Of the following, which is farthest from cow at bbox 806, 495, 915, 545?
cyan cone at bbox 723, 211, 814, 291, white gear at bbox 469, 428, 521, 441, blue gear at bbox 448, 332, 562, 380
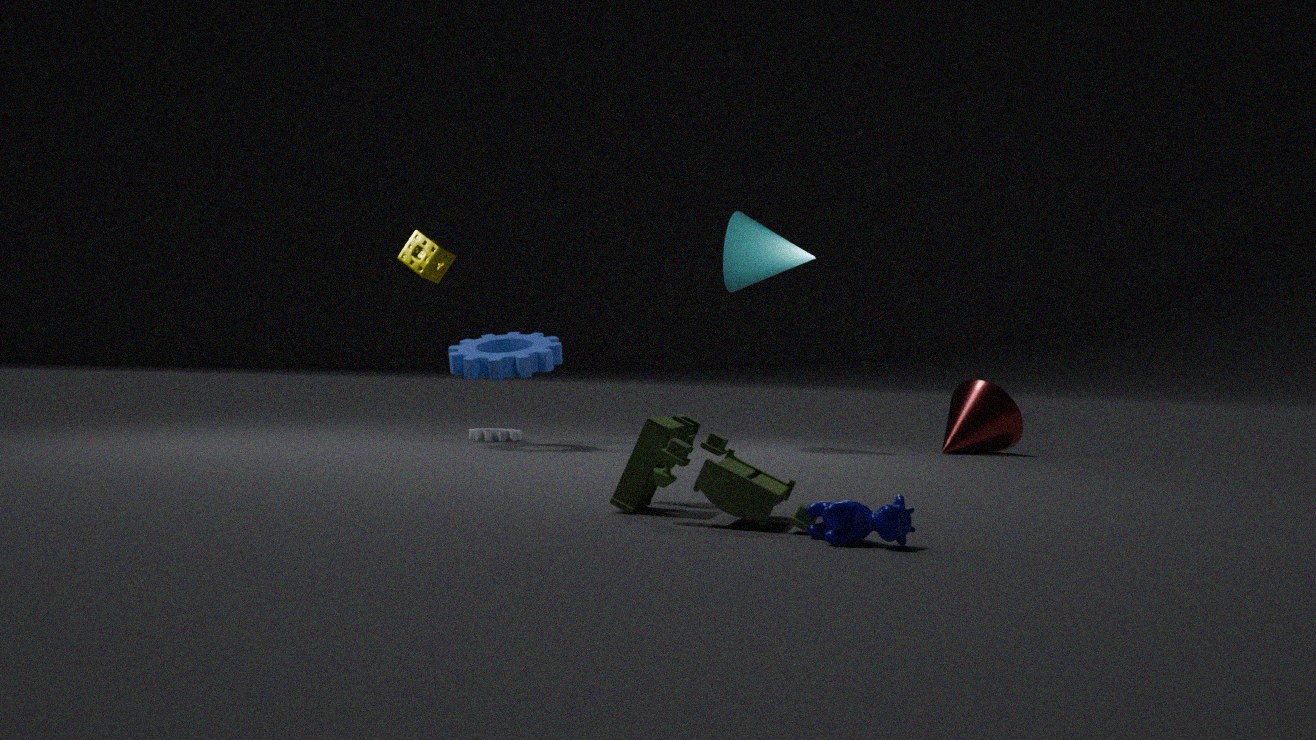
white gear at bbox 469, 428, 521, 441
